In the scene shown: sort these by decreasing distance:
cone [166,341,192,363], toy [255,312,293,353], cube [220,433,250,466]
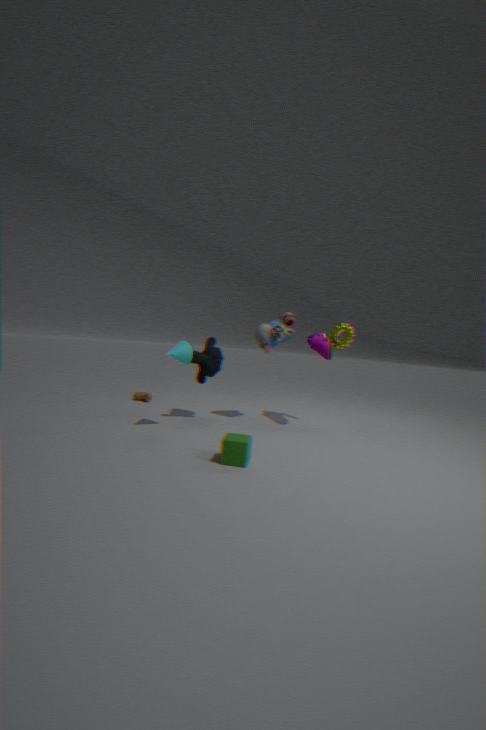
toy [255,312,293,353] < cone [166,341,192,363] < cube [220,433,250,466]
